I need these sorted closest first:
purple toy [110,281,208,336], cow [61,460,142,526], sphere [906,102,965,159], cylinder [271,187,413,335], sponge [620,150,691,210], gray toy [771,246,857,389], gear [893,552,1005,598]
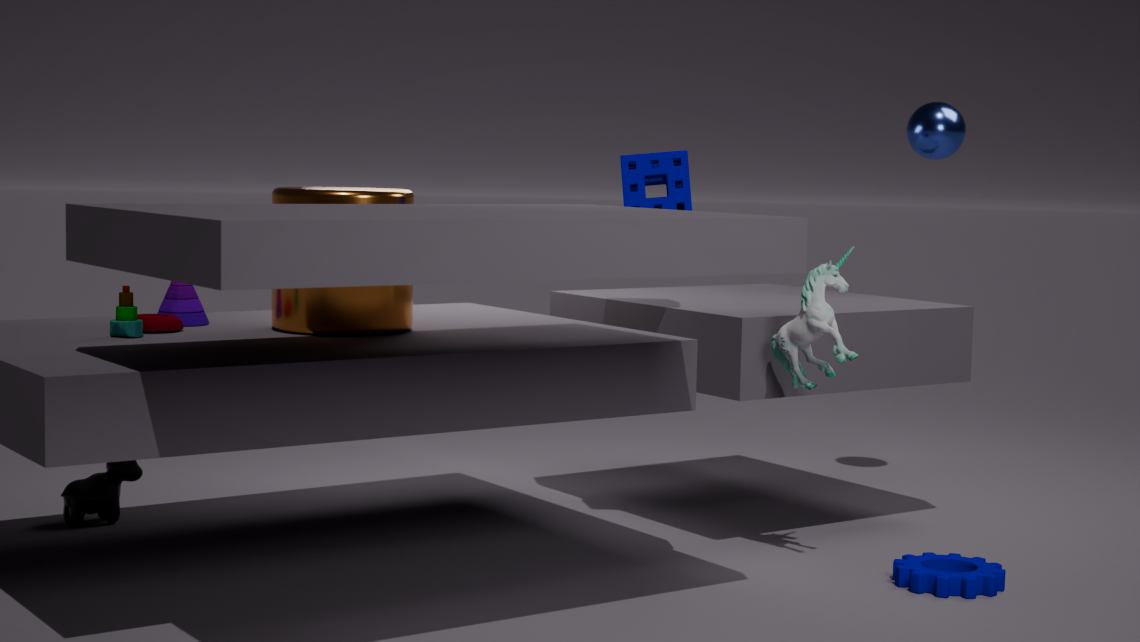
purple toy [110,281,208,336]
gear [893,552,1005,598]
cylinder [271,187,413,335]
gray toy [771,246,857,389]
sponge [620,150,691,210]
cow [61,460,142,526]
sphere [906,102,965,159]
